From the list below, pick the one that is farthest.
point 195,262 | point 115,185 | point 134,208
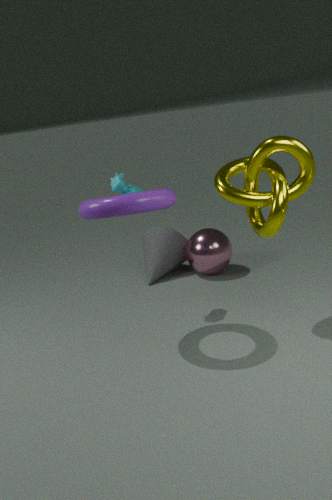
point 195,262
